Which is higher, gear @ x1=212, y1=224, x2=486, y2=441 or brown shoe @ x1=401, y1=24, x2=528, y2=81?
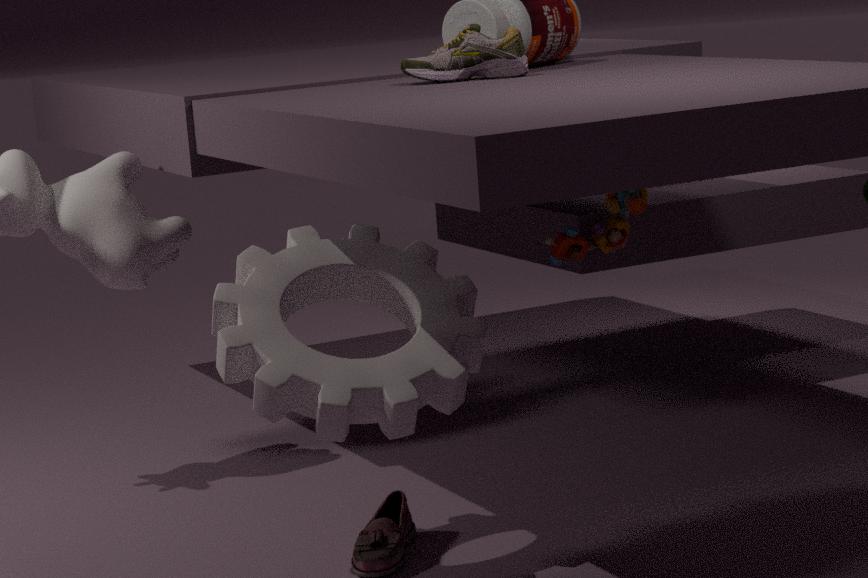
brown shoe @ x1=401, y1=24, x2=528, y2=81
